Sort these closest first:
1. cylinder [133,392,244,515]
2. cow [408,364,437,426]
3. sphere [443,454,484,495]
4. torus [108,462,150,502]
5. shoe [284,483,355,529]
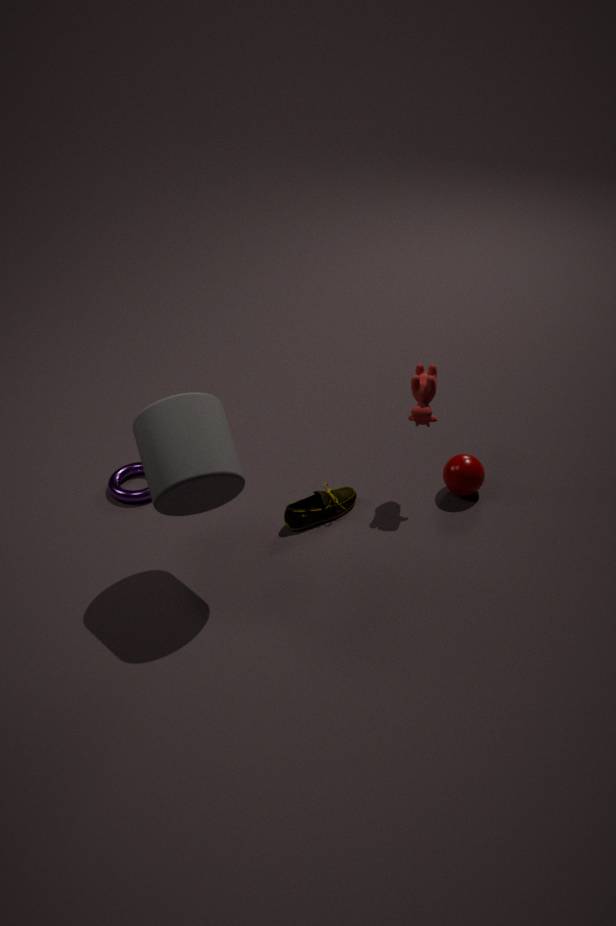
1. cylinder [133,392,244,515]
2. cow [408,364,437,426]
3. shoe [284,483,355,529]
4. sphere [443,454,484,495]
5. torus [108,462,150,502]
